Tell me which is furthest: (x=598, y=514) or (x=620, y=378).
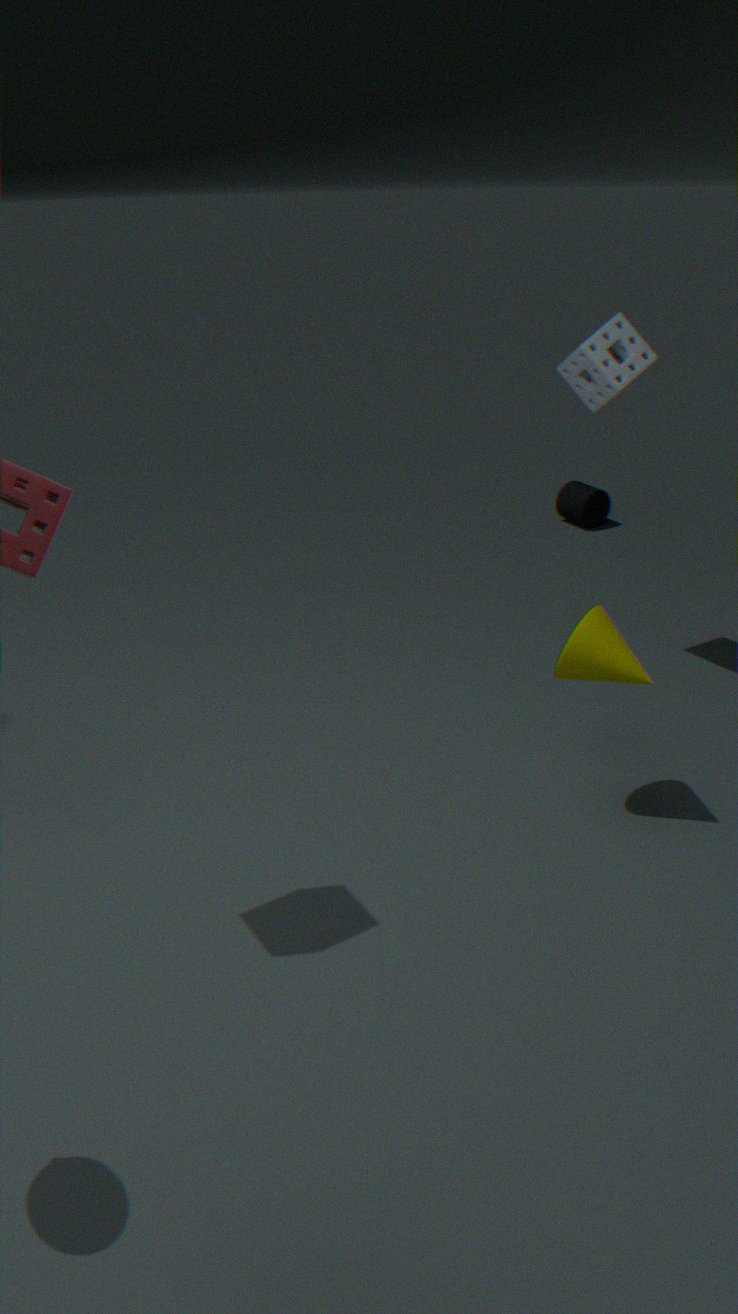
(x=598, y=514)
